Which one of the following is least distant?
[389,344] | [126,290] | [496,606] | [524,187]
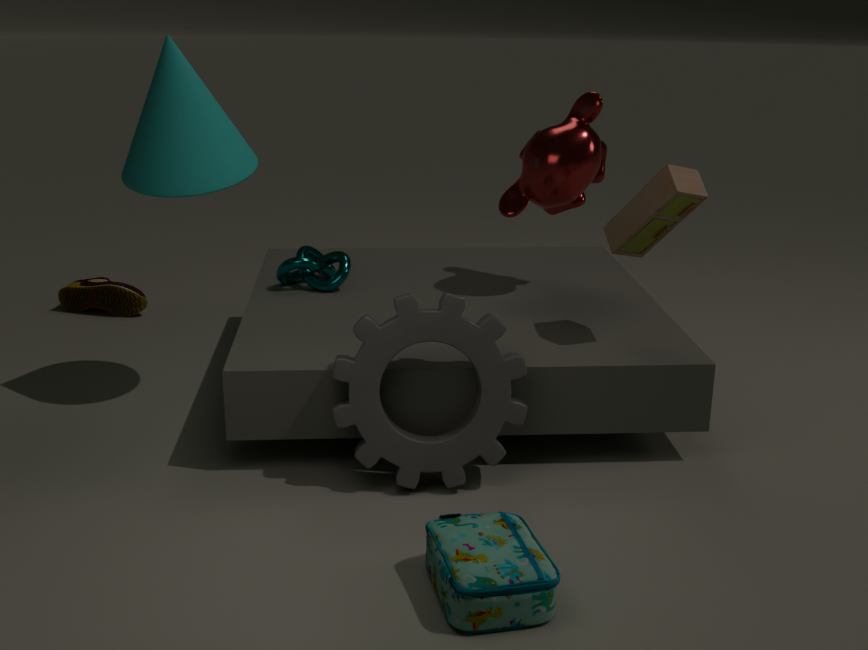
[496,606]
